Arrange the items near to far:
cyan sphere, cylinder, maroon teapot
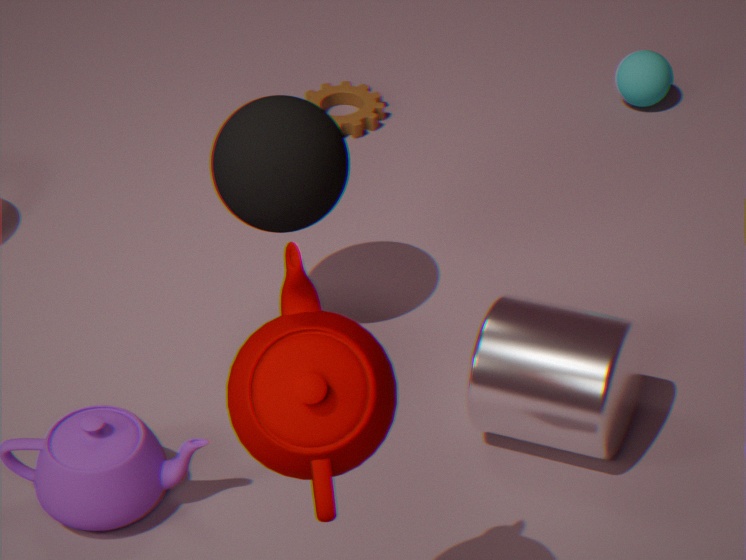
maroon teapot < cylinder < cyan sphere
